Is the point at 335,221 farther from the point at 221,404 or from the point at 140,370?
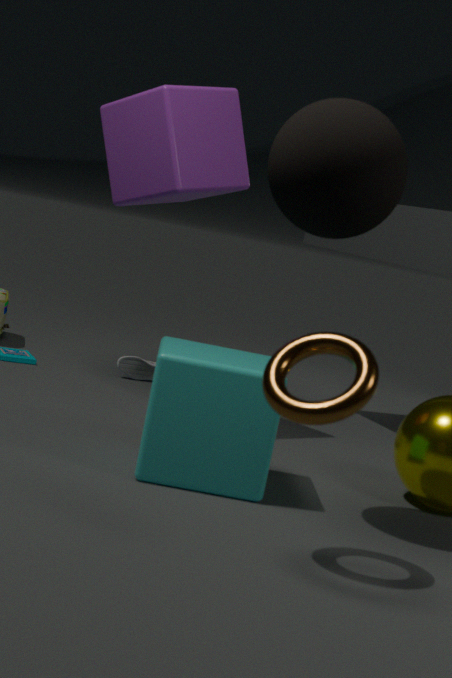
the point at 140,370
